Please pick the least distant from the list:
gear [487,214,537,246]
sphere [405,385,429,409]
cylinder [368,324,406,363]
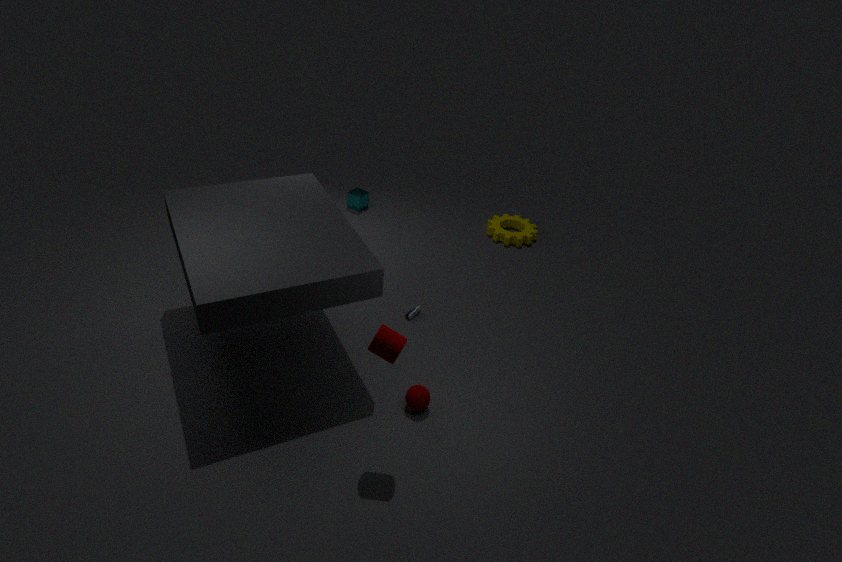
cylinder [368,324,406,363]
